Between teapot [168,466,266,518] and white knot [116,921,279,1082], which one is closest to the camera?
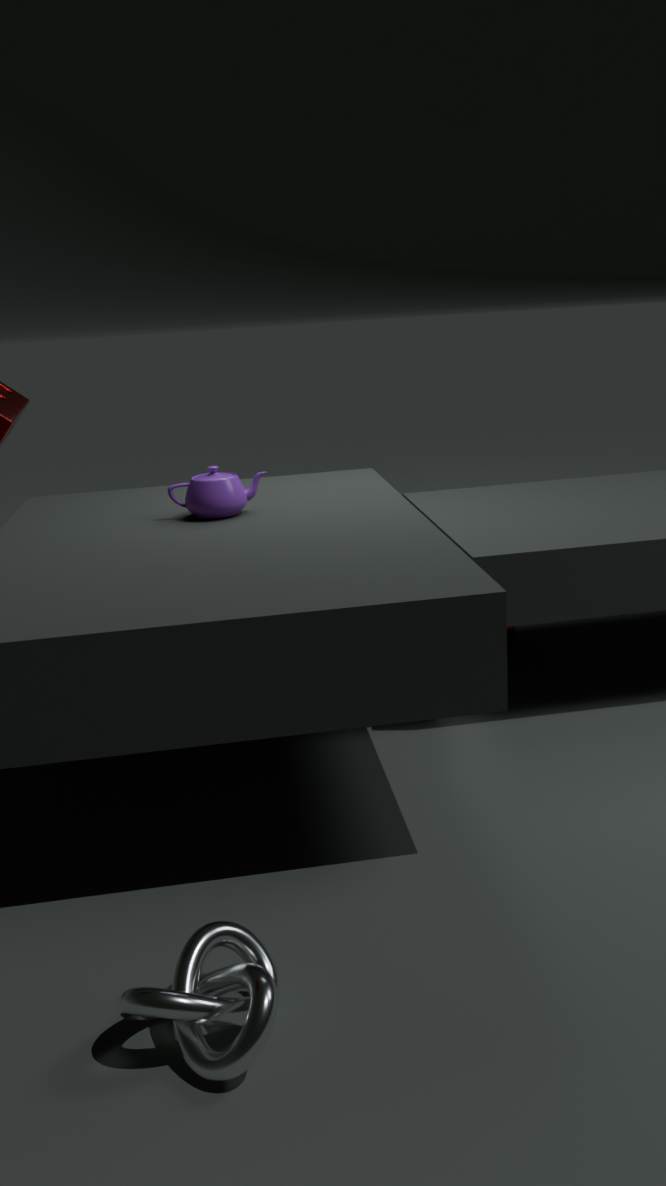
white knot [116,921,279,1082]
